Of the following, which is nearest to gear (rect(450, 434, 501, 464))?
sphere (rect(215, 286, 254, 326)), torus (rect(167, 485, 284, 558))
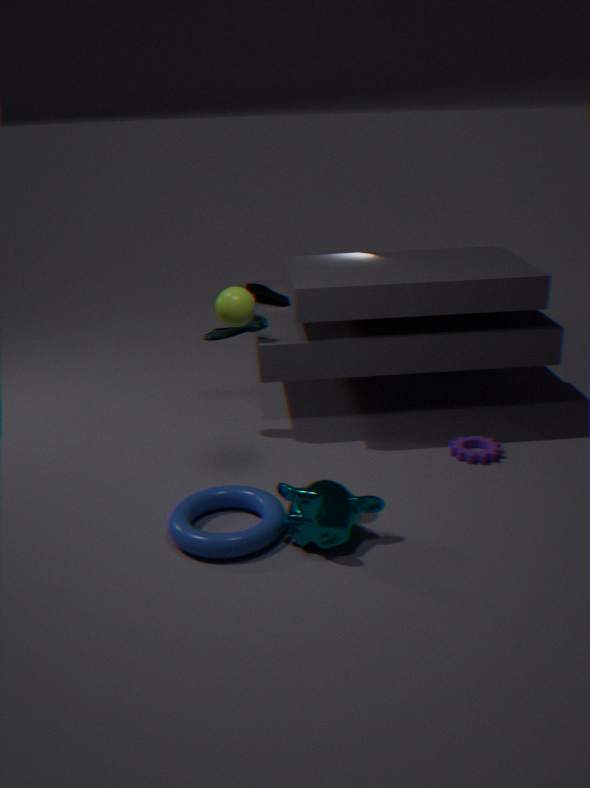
torus (rect(167, 485, 284, 558))
